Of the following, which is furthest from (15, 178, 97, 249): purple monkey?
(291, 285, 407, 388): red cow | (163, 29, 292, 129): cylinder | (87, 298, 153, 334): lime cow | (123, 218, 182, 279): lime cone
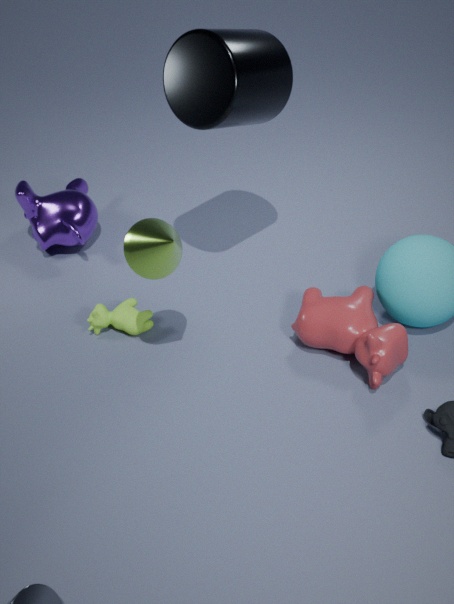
(291, 285, 407, 388): red cow
